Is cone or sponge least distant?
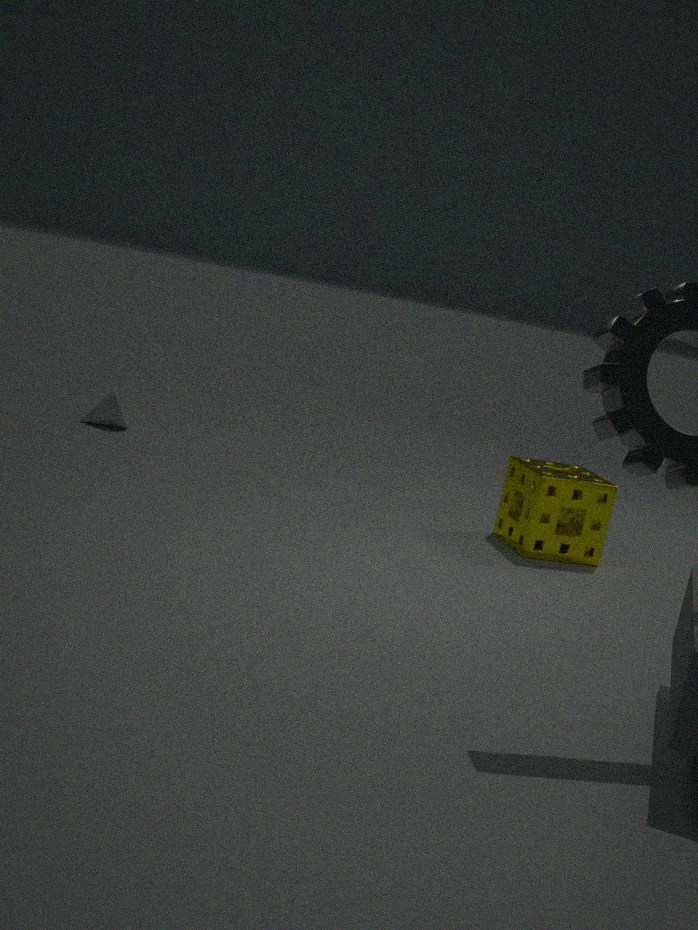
sponge
